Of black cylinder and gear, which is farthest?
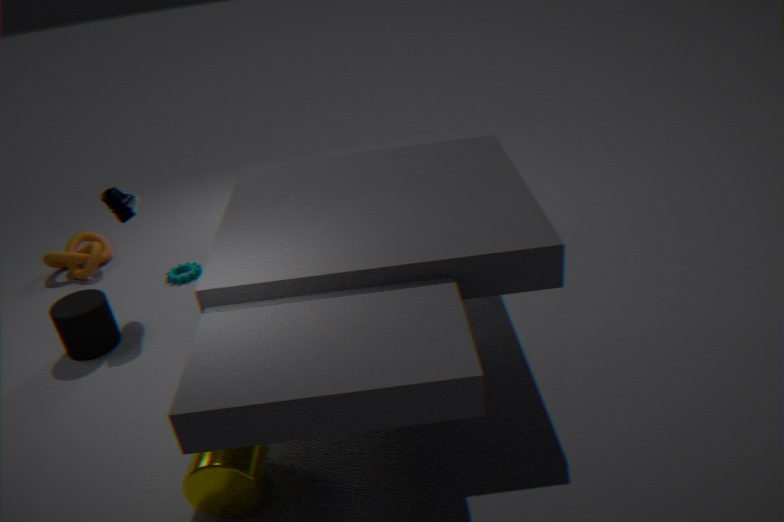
gear
